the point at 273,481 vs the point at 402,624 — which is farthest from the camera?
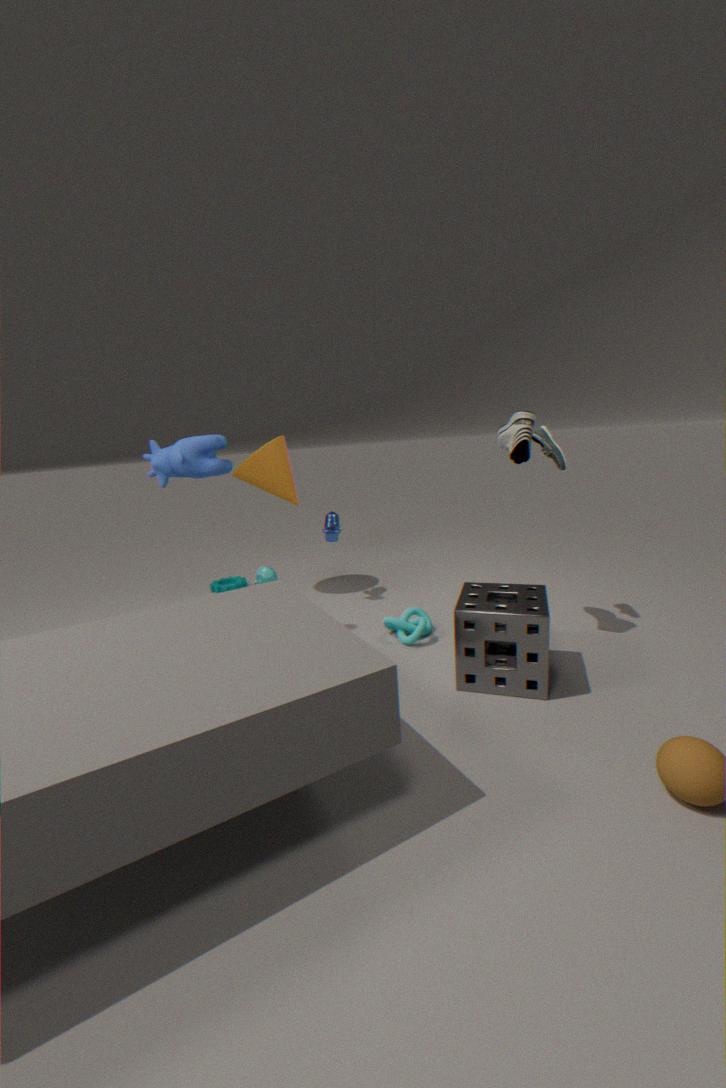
the point at 273,481
